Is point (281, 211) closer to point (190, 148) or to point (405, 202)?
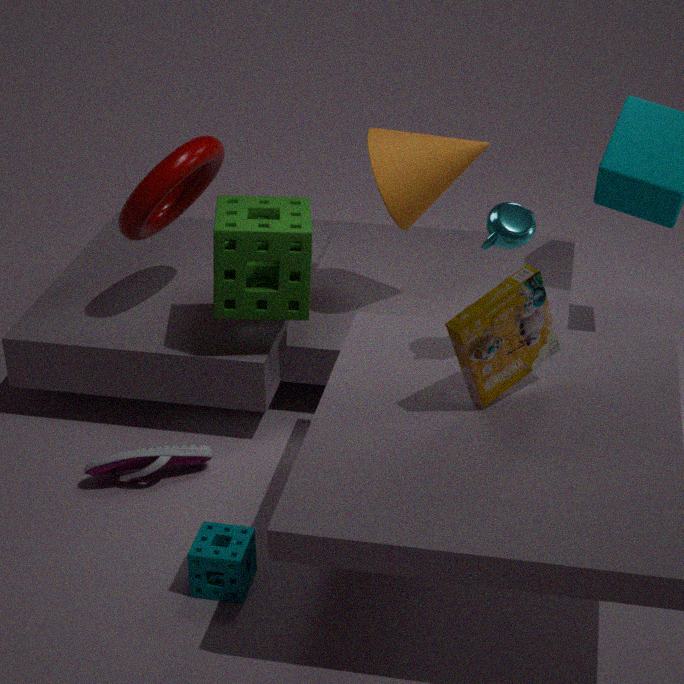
point (190, 148)
